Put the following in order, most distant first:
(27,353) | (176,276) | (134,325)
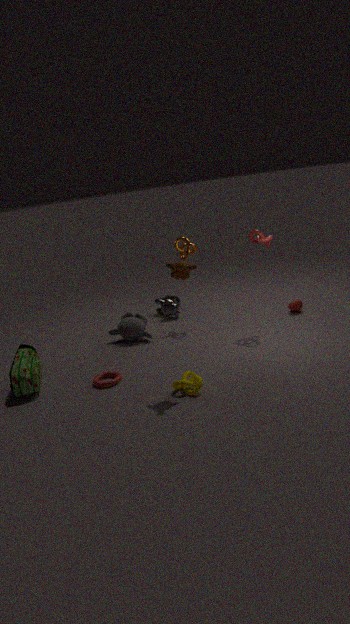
(134,325) < (27,353) < (176,276)
